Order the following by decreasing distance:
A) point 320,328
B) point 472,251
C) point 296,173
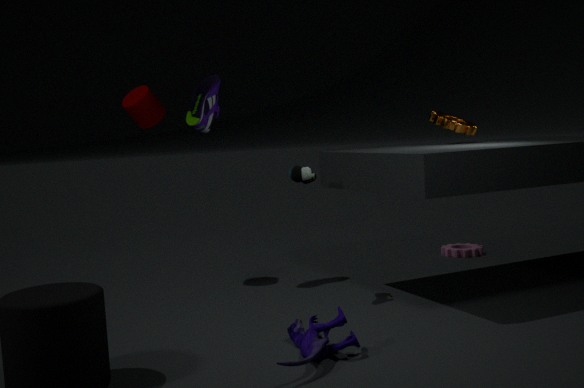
point 472,251
point 296,173
point 320,328
